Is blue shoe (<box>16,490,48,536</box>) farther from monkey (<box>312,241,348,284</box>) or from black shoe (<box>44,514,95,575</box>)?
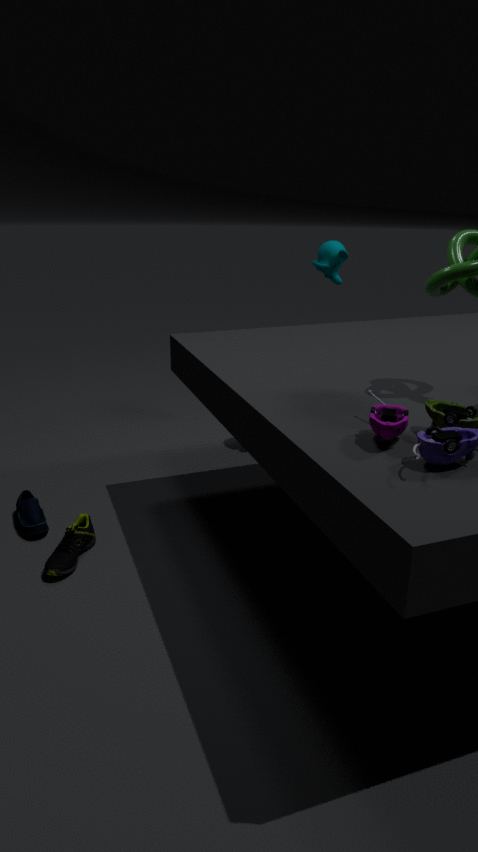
monkey (<box>312,241,348,284</box>)
